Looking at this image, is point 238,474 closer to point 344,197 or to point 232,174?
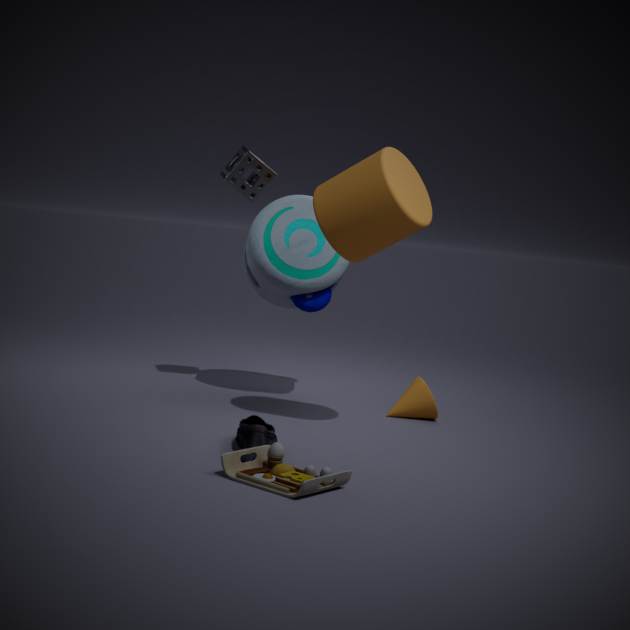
point 344,197
